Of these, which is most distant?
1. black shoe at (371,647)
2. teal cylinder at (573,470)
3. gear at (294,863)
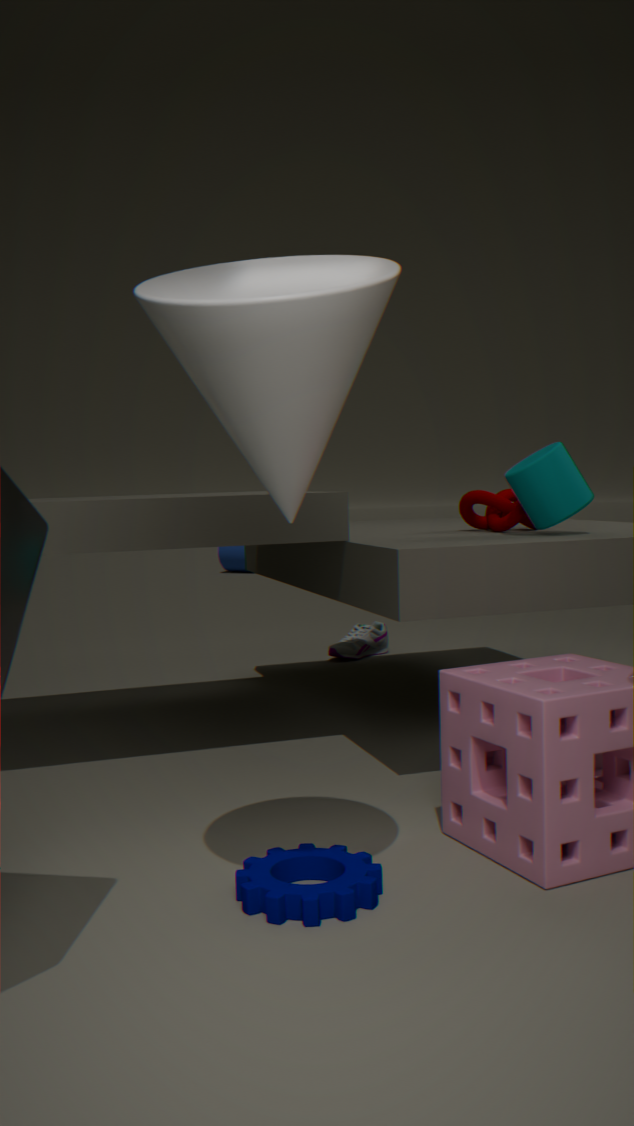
black shoe at (371,647)
